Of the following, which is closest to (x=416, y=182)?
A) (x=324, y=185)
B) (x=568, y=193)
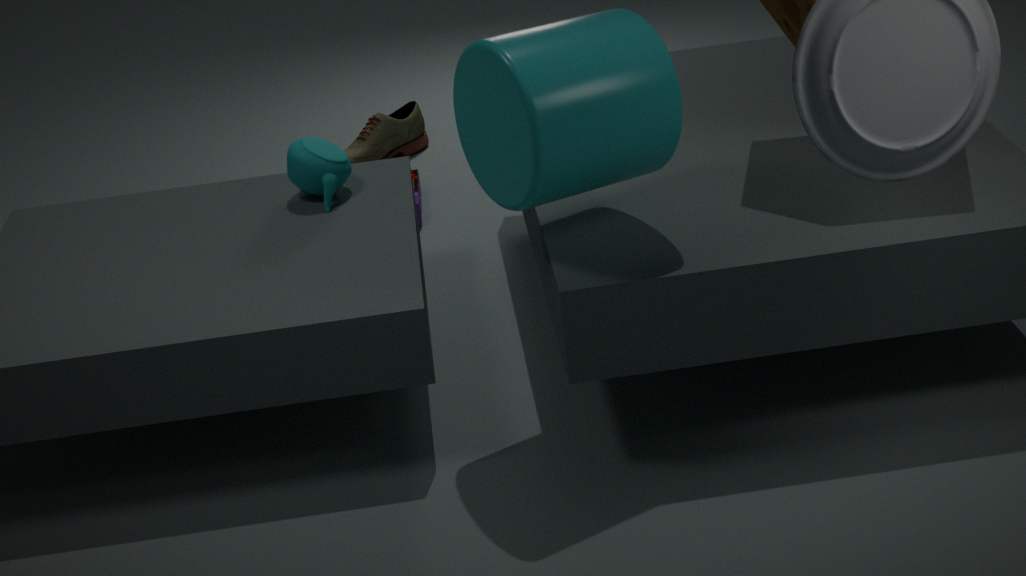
(x=324, y=185)
